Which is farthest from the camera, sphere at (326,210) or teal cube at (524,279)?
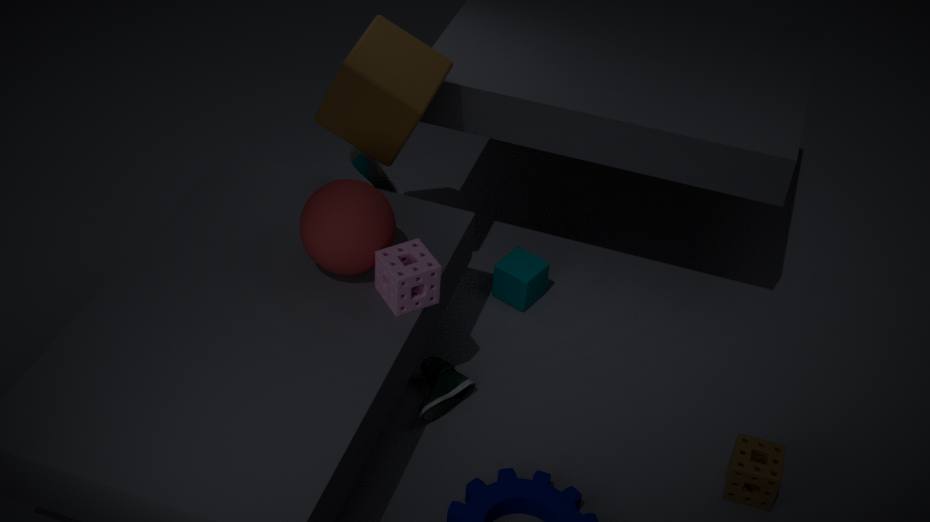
teal cube at (524,279)
